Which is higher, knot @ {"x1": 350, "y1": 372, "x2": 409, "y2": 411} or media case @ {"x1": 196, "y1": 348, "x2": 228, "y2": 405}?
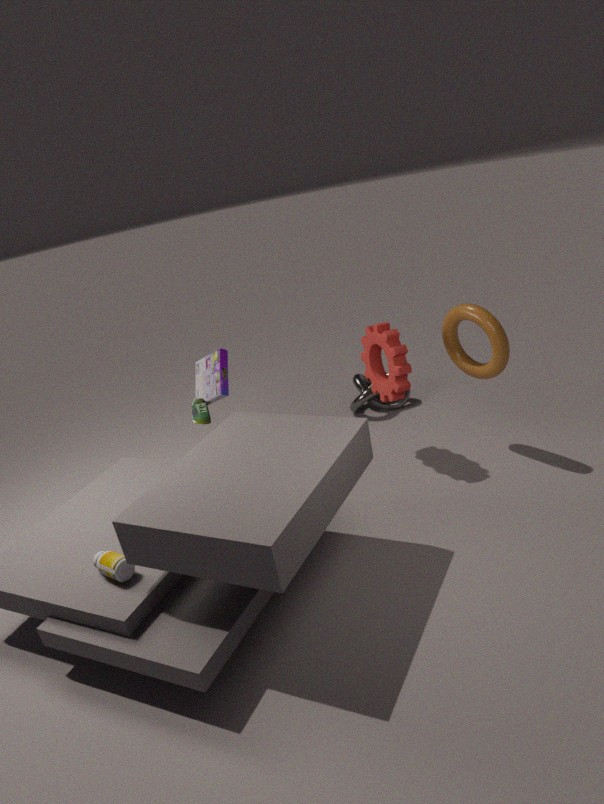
media case @ {"x1": 196, "y1": 348, "x2": 228, "y2": 405}
